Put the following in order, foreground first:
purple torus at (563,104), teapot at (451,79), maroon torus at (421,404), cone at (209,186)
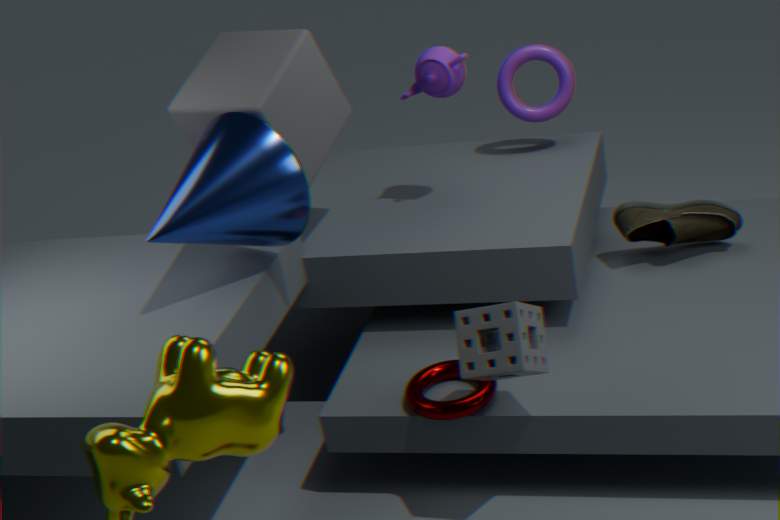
cone at (209,186)
maroon torus at (421,404)
teapot at (451,79)
purple torus at (563,104)
